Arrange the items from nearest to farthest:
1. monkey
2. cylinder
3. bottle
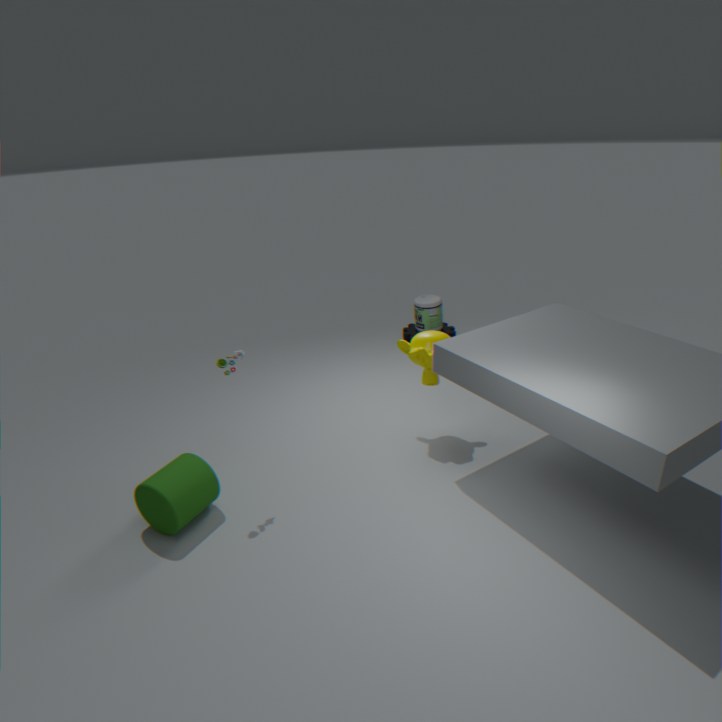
cylinder, monkey, bottle
